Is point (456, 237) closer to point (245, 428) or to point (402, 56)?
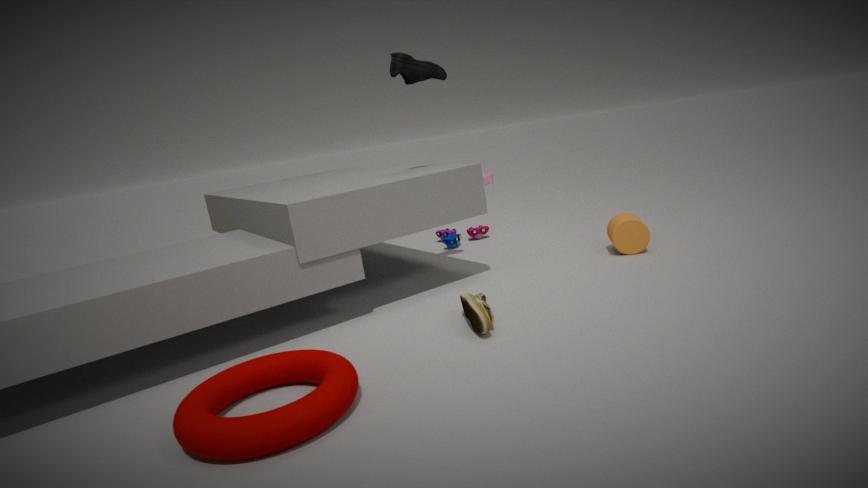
point (402, 56)
